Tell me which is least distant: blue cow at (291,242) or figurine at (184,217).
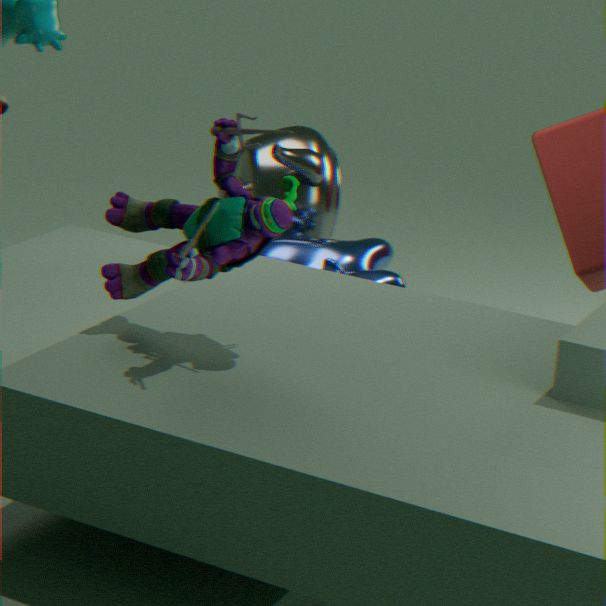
figurine at (184,217)
